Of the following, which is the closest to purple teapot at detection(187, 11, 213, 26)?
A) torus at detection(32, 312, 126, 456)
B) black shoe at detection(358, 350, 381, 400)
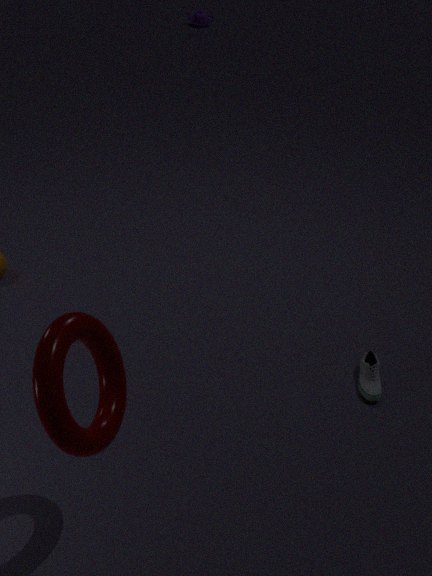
black shoe at detection(358, 350, 381, 400)
